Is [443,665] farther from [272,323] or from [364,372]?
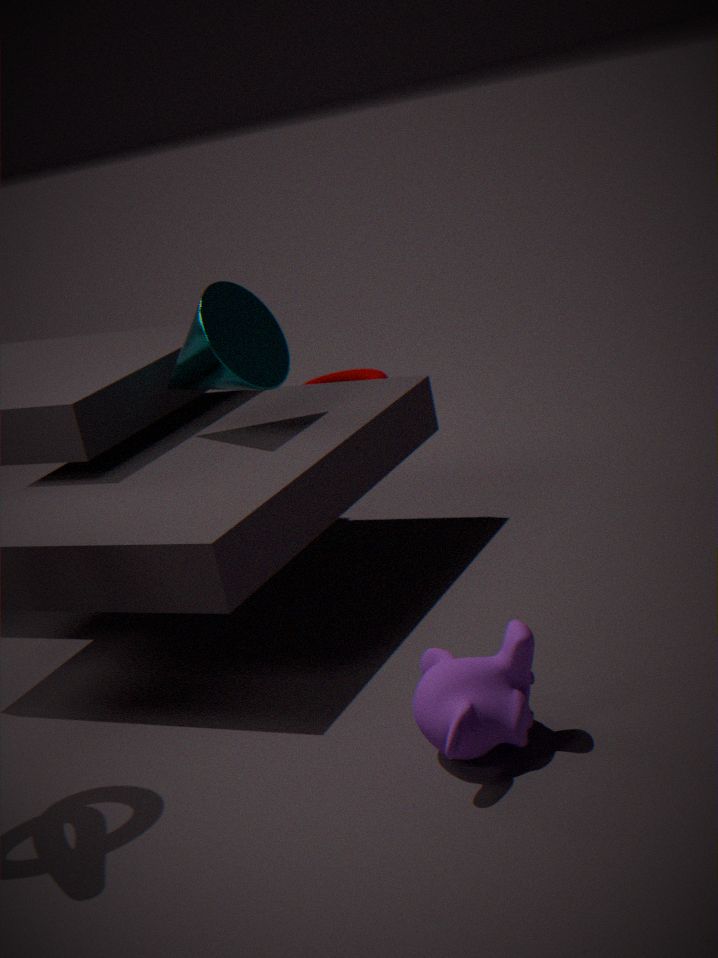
[364,372]
